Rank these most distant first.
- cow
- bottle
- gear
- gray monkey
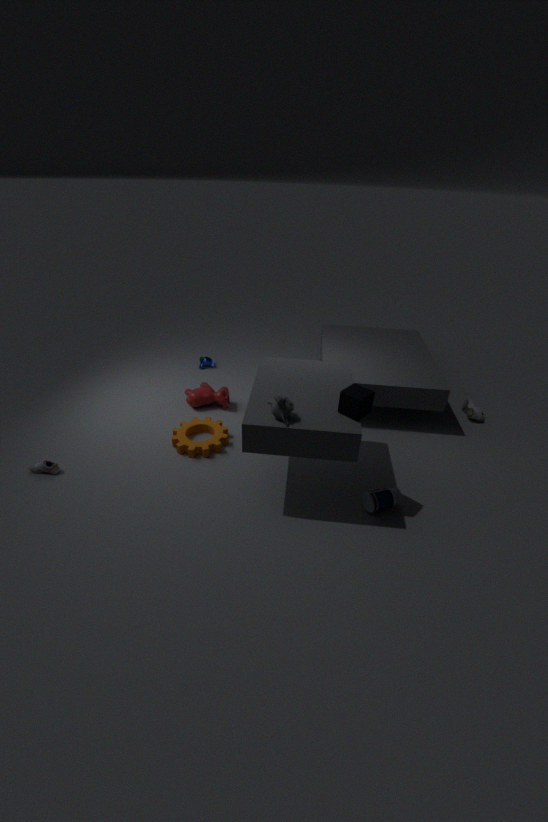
cow, gear, bottle, gray monkey
